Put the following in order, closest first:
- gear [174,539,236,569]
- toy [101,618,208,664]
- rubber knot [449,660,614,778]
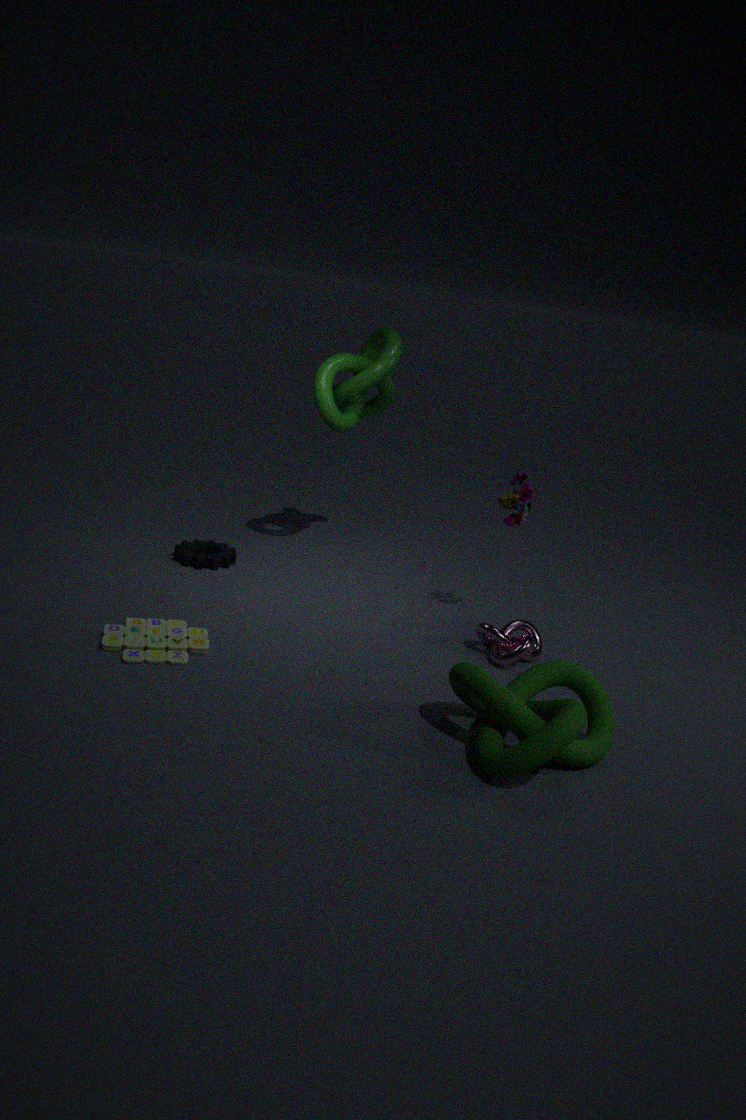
rubber knot [449,660,614,778] → toy [101,618,208,664] → gear [174,539,236,569]
